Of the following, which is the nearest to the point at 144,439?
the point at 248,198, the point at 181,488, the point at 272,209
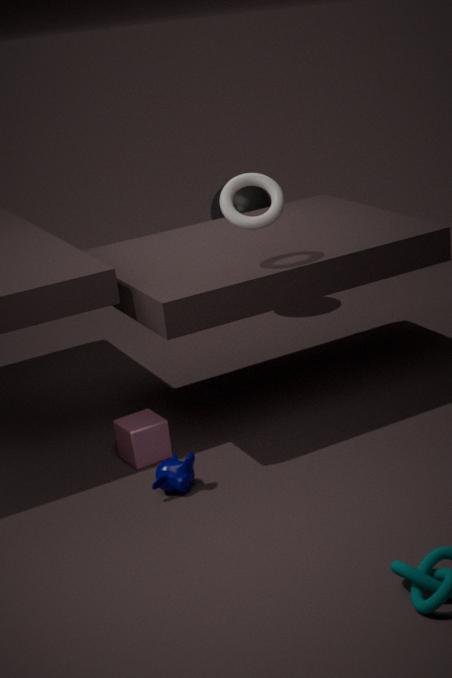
the point at 181,488
